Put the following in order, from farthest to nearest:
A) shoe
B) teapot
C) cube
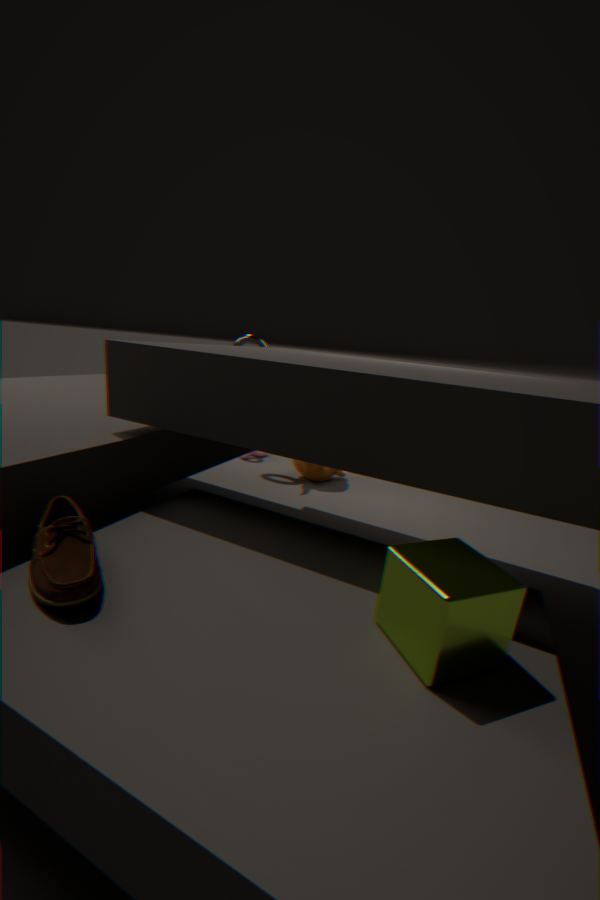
teapot → shoe → cube
